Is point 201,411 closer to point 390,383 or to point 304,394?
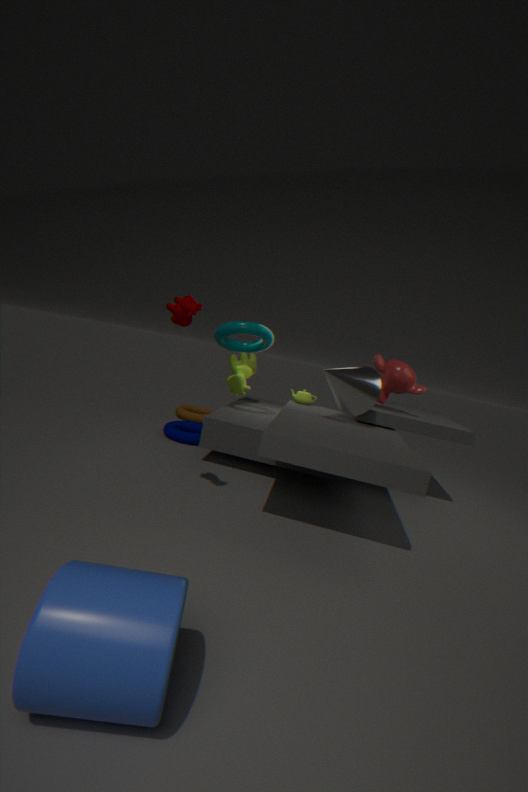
point 304,394
